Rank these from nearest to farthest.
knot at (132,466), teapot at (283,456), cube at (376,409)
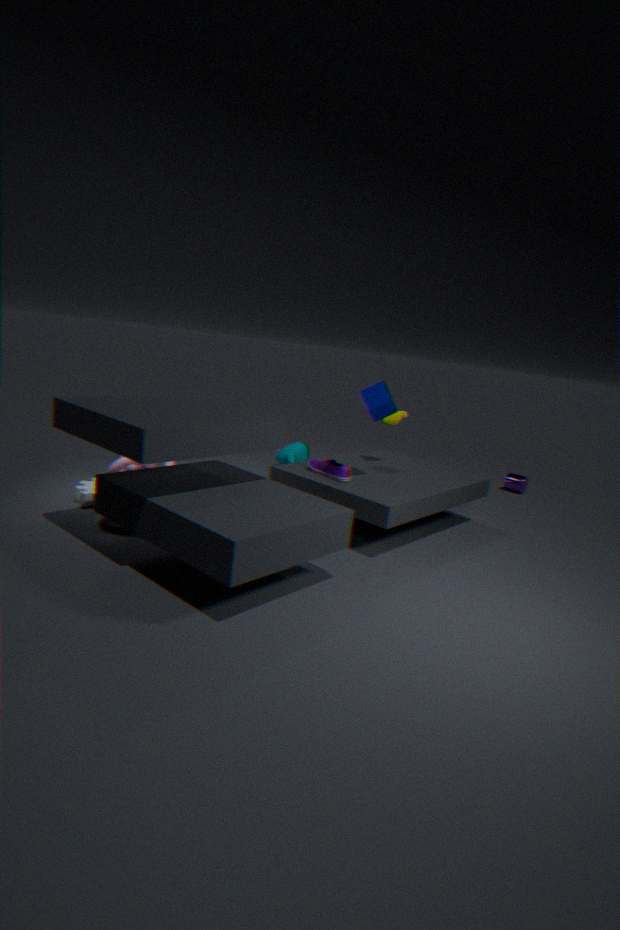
1. cube at (376,409)
2. knot at (132,466)
3. teapot at (283,456)
